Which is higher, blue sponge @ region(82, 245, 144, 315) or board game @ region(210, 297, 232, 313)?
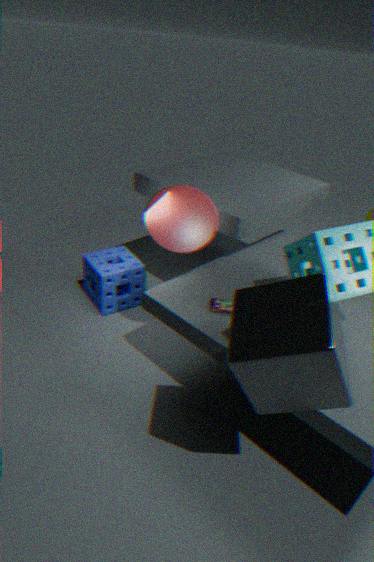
board game @ region(210, 297, 232, 313)
